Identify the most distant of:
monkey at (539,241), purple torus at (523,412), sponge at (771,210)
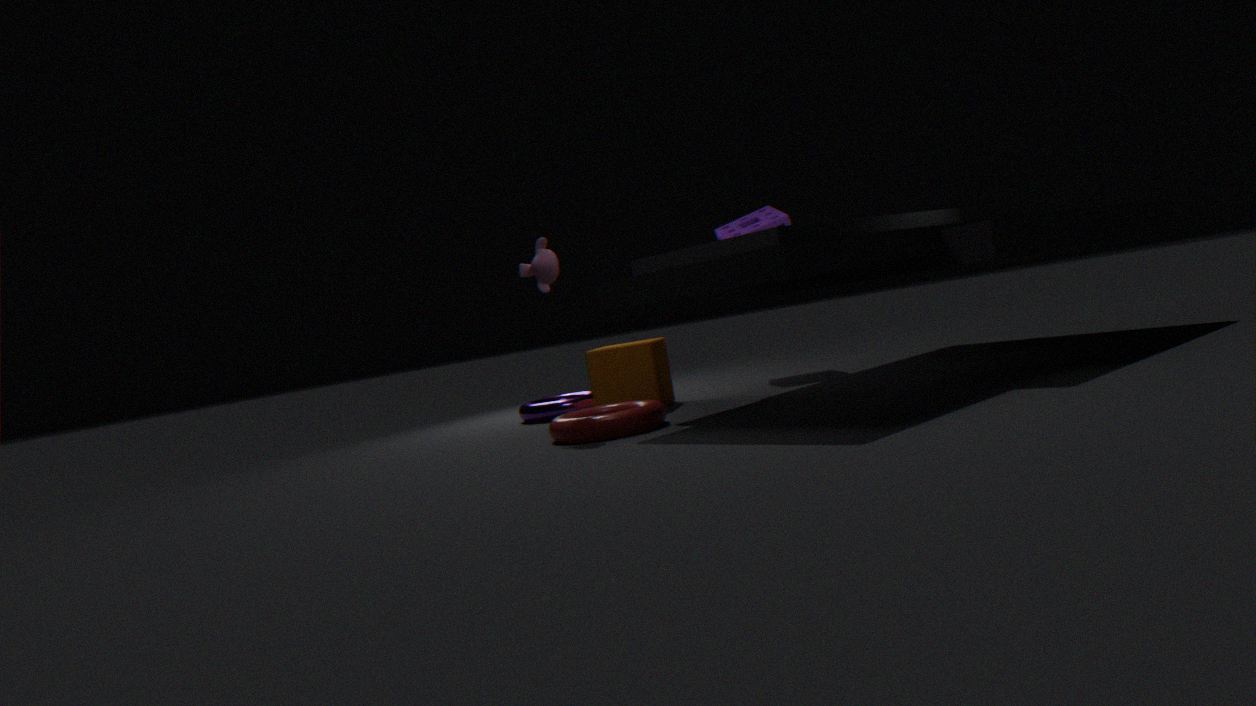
sponge at (771,210)
